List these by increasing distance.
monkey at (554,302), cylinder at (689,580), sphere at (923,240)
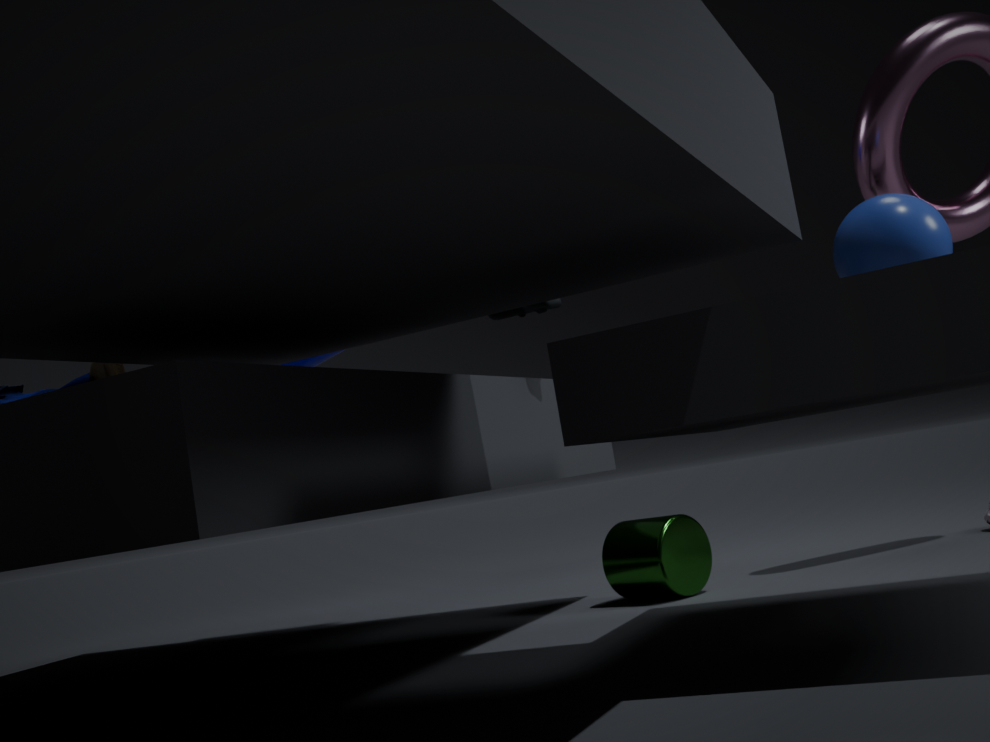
1. sphere at (923,240)
2. monkey at (554,302)
3. cylinder at (689,580)
